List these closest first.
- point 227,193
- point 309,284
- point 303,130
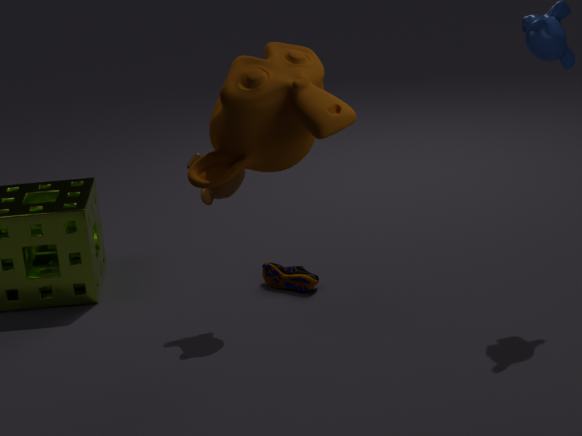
point 303,130, point 227,193, point 309,284
